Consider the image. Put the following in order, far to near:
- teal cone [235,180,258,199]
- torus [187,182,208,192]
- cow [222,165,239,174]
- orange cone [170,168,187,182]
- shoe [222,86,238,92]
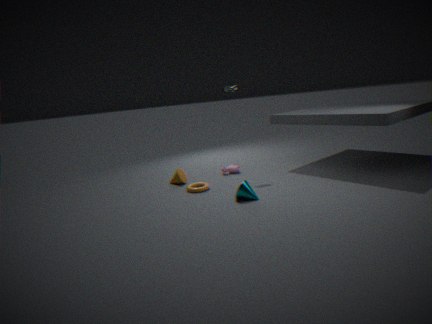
1. cow [222,165,239,174]
2. orange cone [170,168,187,182]
3. shoe [222,86,238,92]
4. torus [187,182,208,192]
5. teal cone [235,180,258,199]
